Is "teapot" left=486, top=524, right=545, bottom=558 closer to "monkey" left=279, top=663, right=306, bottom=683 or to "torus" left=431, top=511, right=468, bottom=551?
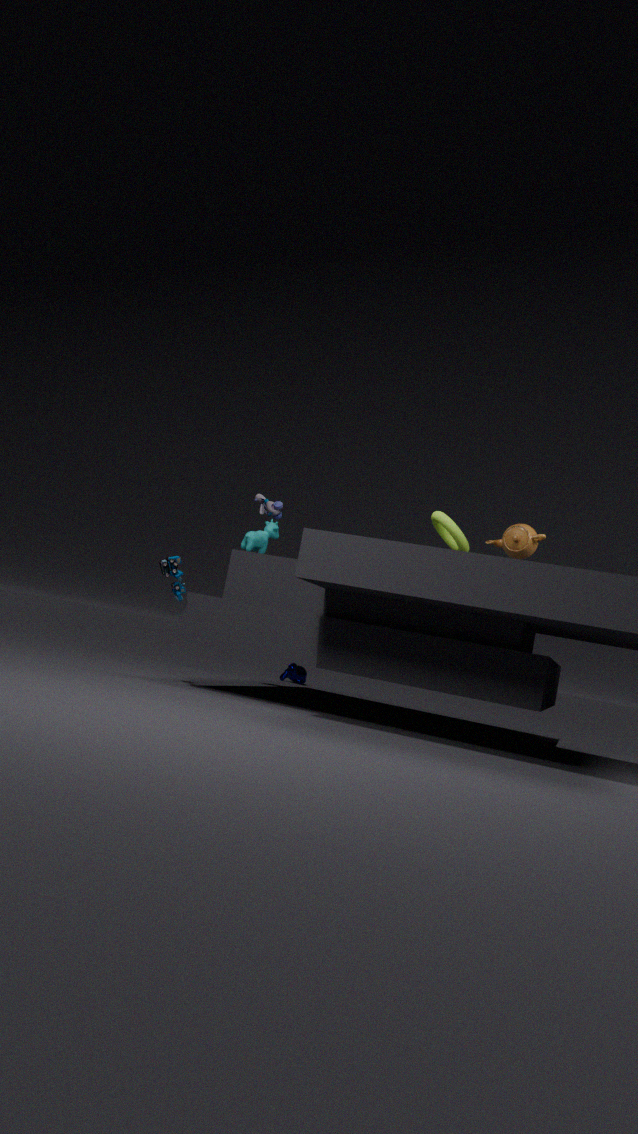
"torus" left=431, top=511, right=468, bottom=551
